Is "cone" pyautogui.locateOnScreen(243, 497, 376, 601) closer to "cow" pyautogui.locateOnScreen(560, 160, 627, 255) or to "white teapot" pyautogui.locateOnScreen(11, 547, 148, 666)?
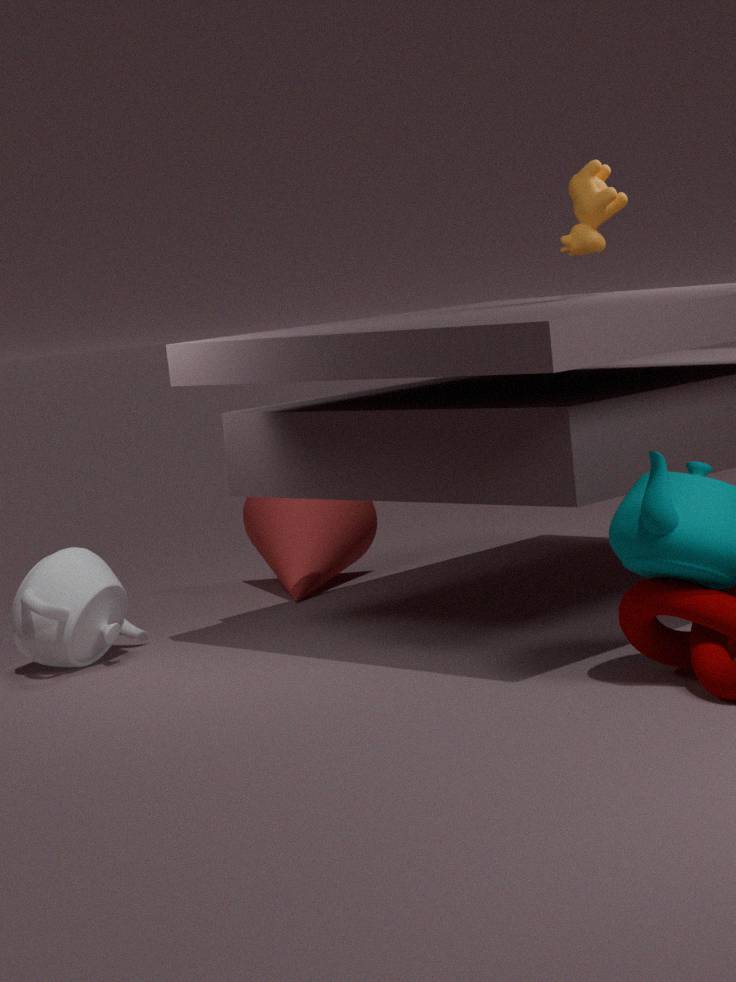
"white teapot" pyautogui.locateOnScreen(11, 547, 148, 666)
